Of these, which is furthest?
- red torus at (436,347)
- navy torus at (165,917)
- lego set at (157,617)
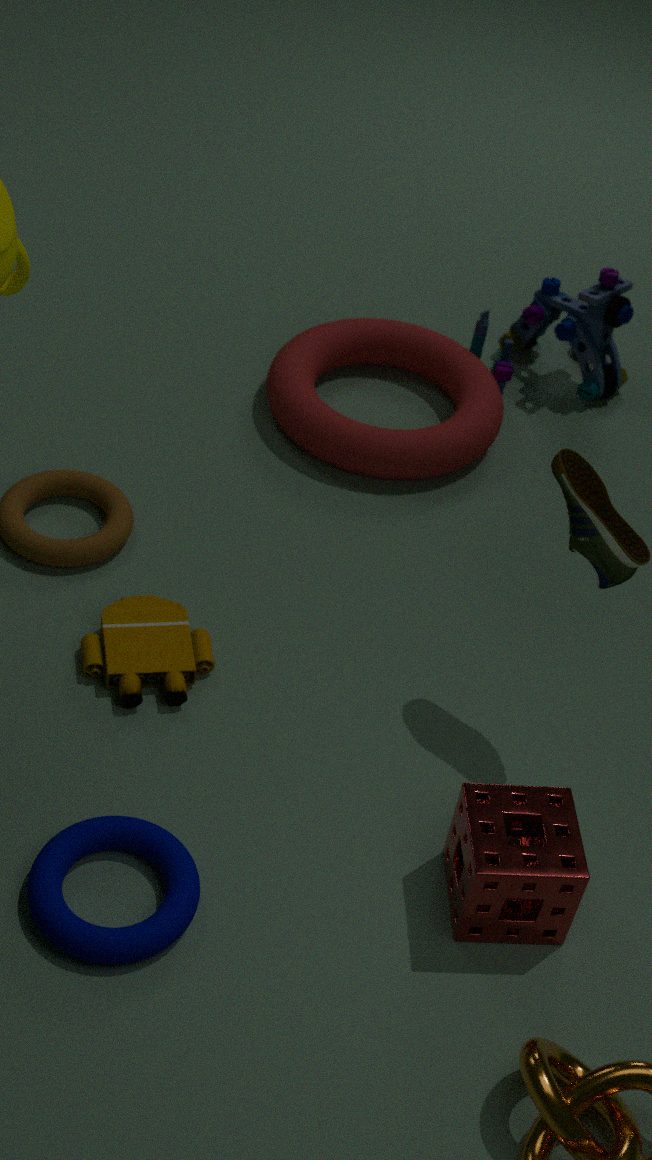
red torus at (436,347)
